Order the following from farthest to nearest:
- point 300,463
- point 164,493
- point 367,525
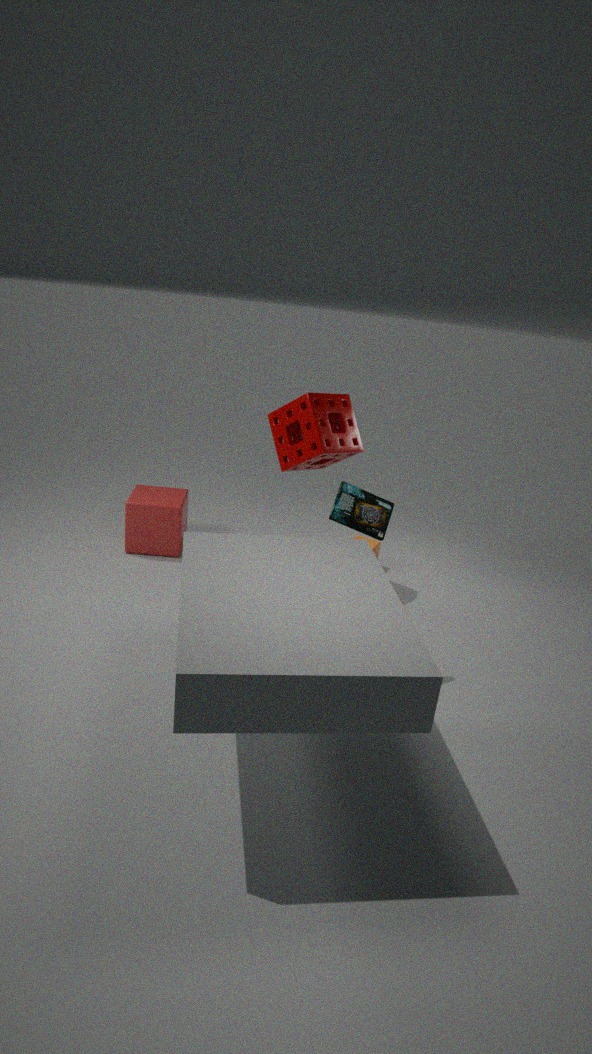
point 164,493
point 300,463
point 367,525
